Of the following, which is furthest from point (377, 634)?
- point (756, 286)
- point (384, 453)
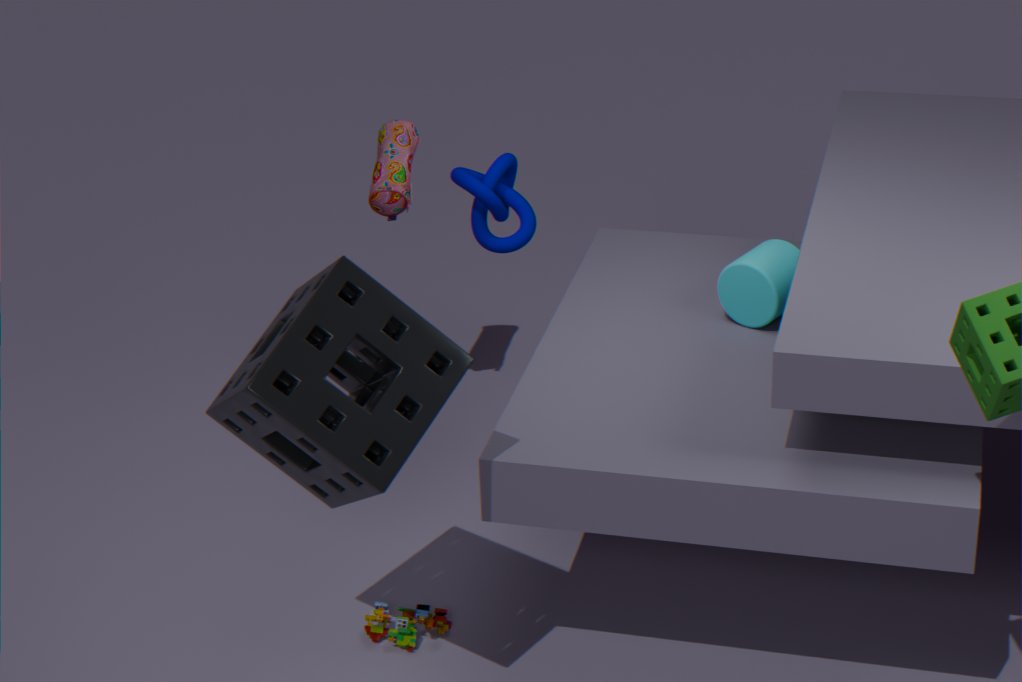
point (756, 286)
